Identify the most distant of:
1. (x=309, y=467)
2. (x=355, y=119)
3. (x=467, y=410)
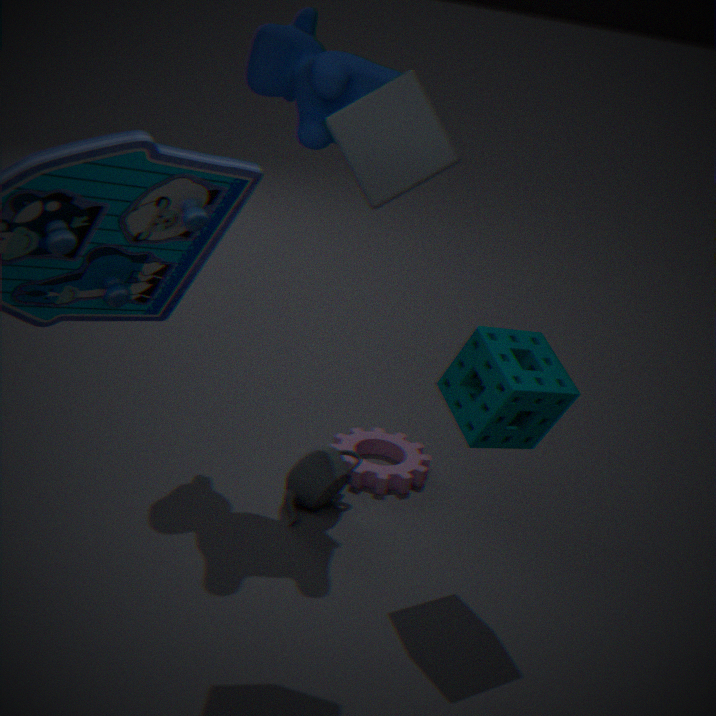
(x=309, y=467)
